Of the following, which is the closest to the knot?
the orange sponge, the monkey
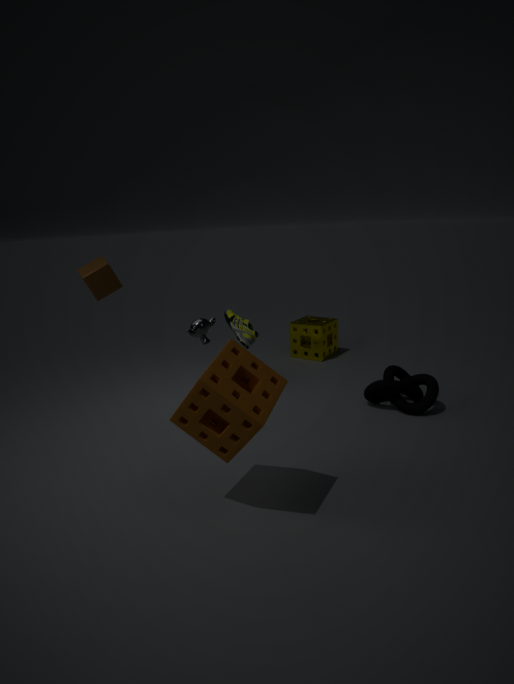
the monkey
